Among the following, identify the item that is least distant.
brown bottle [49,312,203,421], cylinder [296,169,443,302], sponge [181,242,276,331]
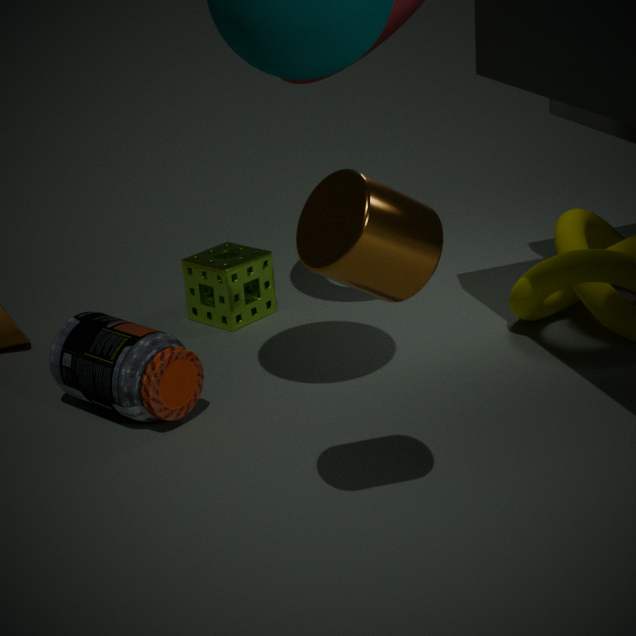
cylinder [296,169,443,302]
